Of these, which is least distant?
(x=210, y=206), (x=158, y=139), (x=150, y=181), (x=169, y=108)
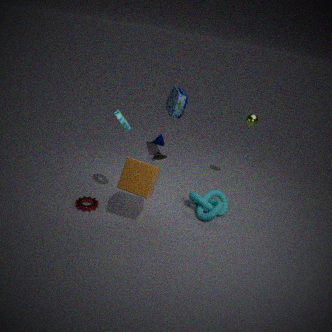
(x=150, y=181)
